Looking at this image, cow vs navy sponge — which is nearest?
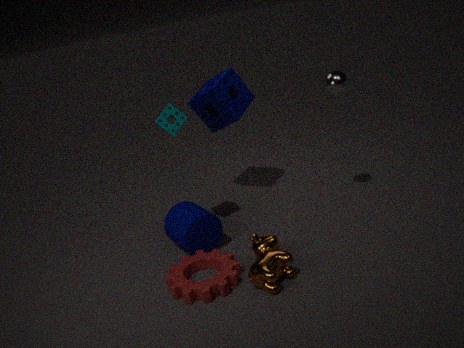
cow
